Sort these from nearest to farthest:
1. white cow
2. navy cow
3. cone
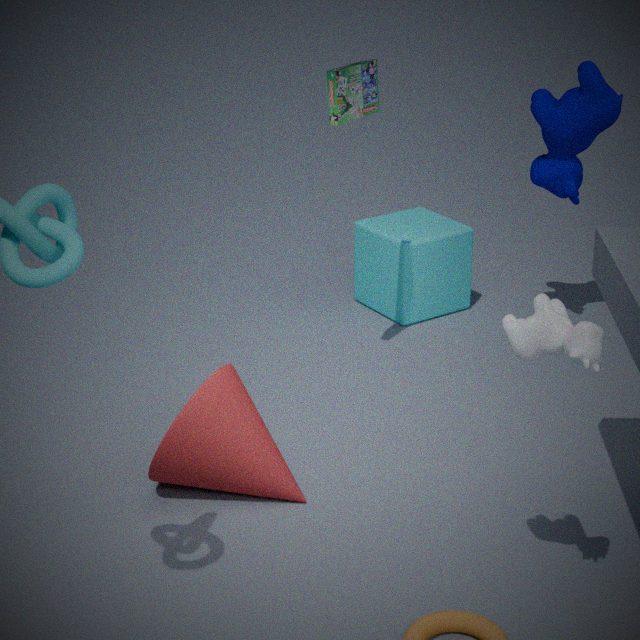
1. white cow
2. cone
3. navy cow
